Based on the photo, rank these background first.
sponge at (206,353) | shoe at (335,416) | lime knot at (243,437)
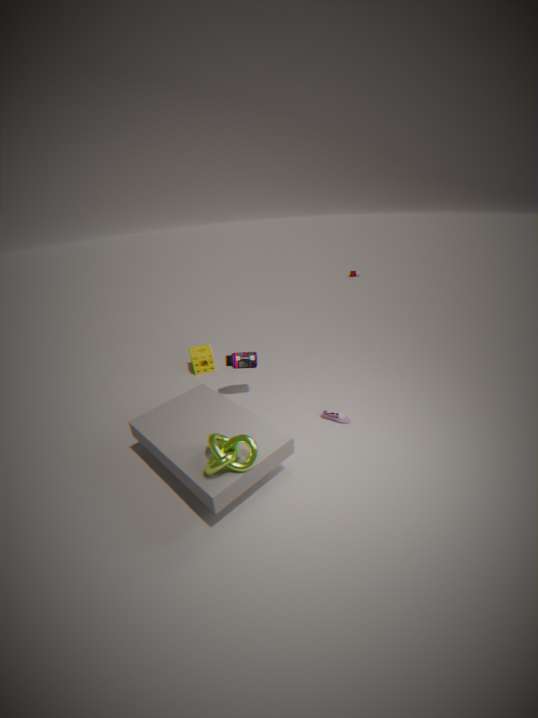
sponge at (206,353)
shoe at (335,416)
lime knot at (243,437)
